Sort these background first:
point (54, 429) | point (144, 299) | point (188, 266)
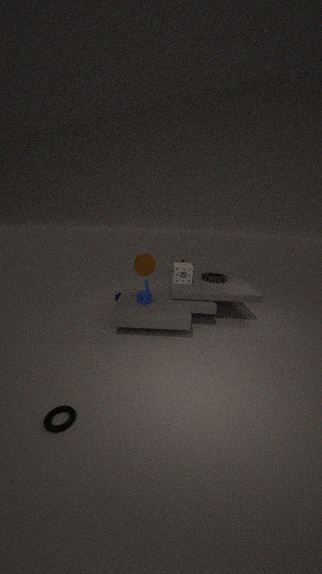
point (188, 266) → point (144, 299) → point (54, 429)
